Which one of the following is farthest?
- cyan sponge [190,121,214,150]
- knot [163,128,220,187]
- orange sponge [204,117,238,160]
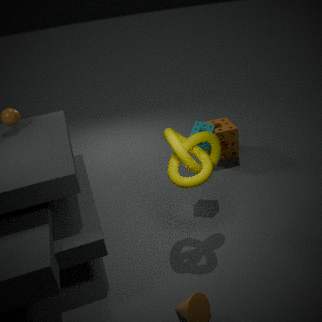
orange sponge [204,117,238,160]
